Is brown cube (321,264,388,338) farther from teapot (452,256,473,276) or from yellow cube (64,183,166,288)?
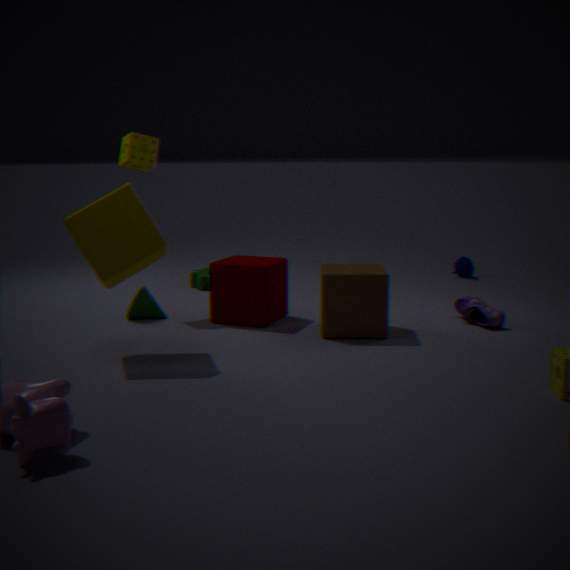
teapot (452,256,473,276)
